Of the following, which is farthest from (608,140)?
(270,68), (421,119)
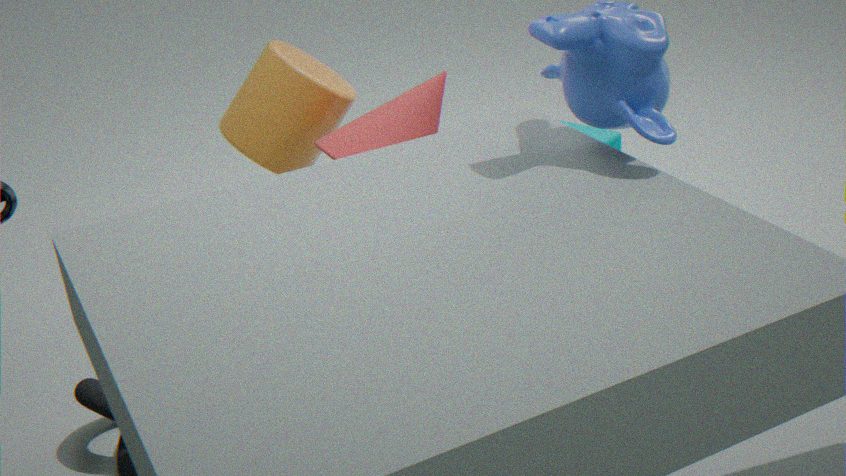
(270,68)
